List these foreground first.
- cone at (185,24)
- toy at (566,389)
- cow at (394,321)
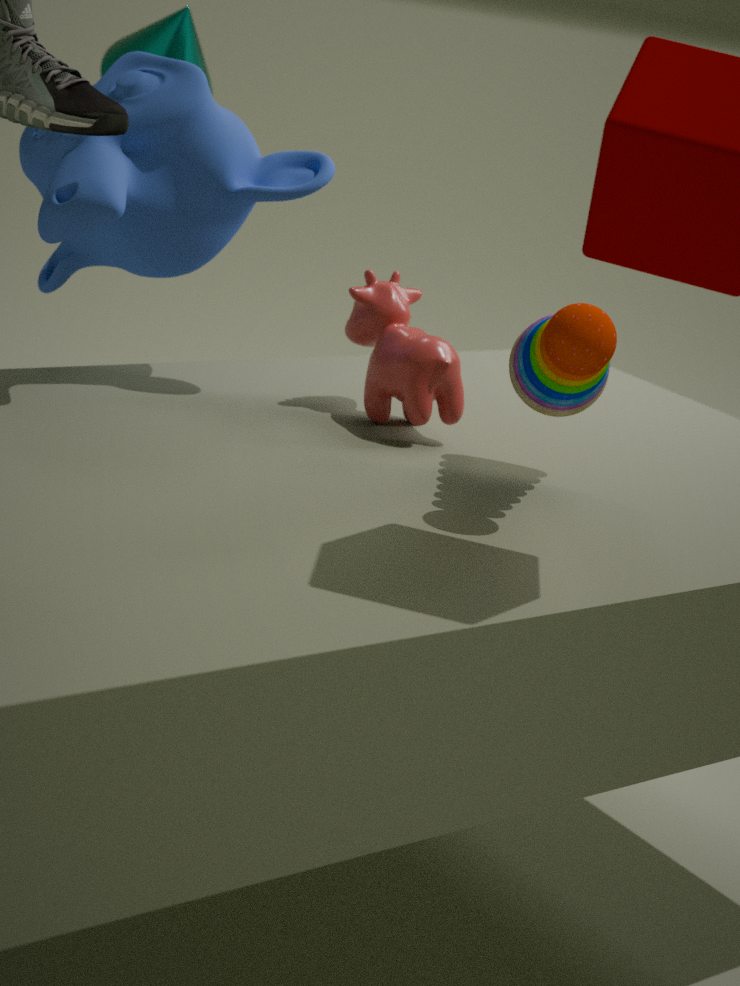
toy at (566,389) → cow at (394,321) → cone at (185,24)
